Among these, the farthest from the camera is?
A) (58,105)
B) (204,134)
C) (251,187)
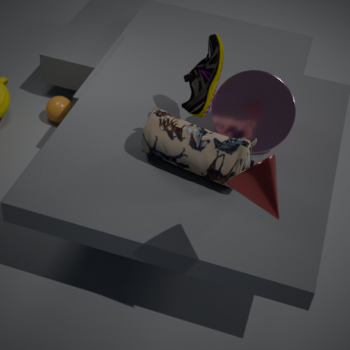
(58,105)
